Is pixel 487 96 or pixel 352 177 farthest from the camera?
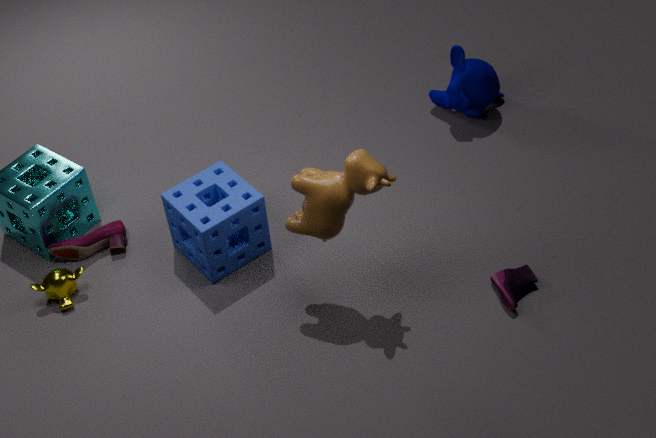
pixel 487 96
